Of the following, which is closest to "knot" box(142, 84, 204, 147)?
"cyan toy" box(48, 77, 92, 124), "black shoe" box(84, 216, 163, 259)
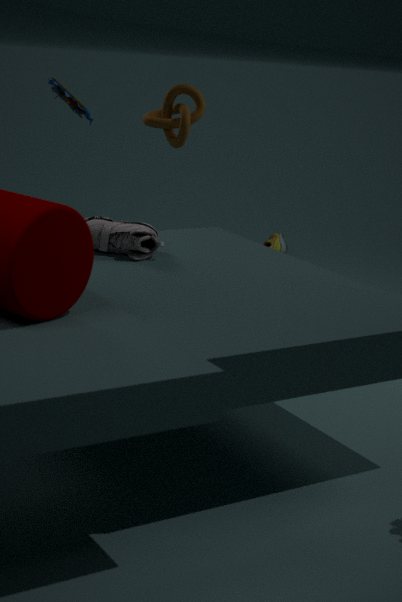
"cyan toy" box(48, 77, 92, 124)
